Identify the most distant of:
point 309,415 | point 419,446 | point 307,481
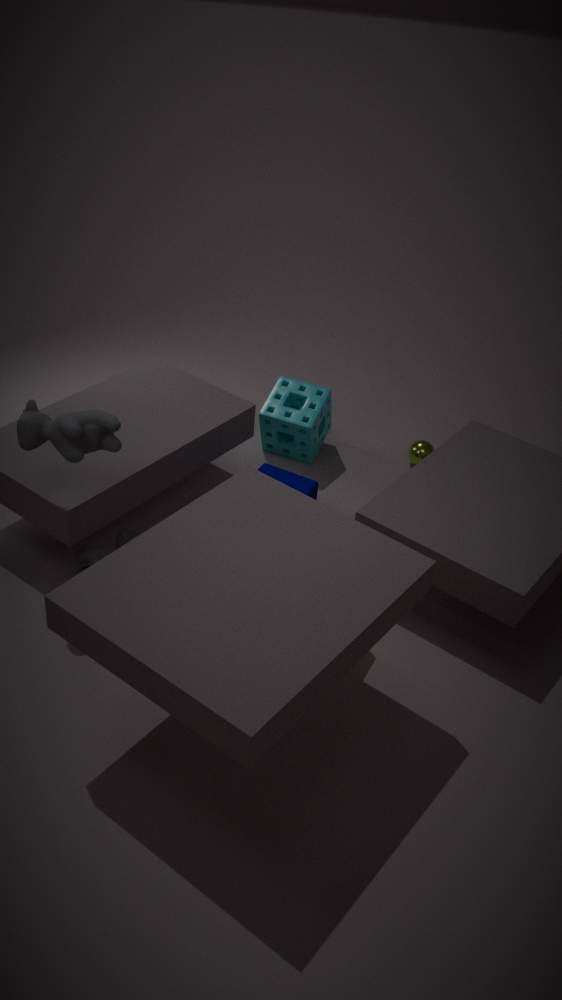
point 419,446
